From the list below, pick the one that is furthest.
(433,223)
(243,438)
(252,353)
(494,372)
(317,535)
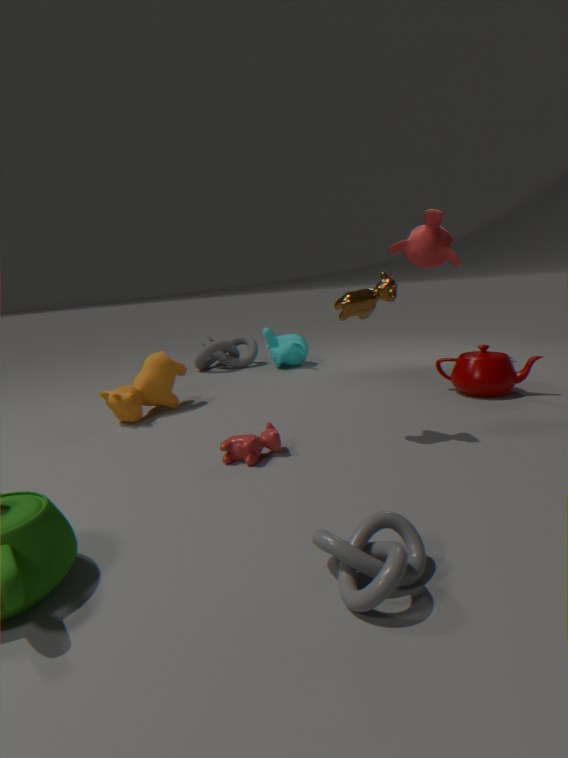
(252,353)
